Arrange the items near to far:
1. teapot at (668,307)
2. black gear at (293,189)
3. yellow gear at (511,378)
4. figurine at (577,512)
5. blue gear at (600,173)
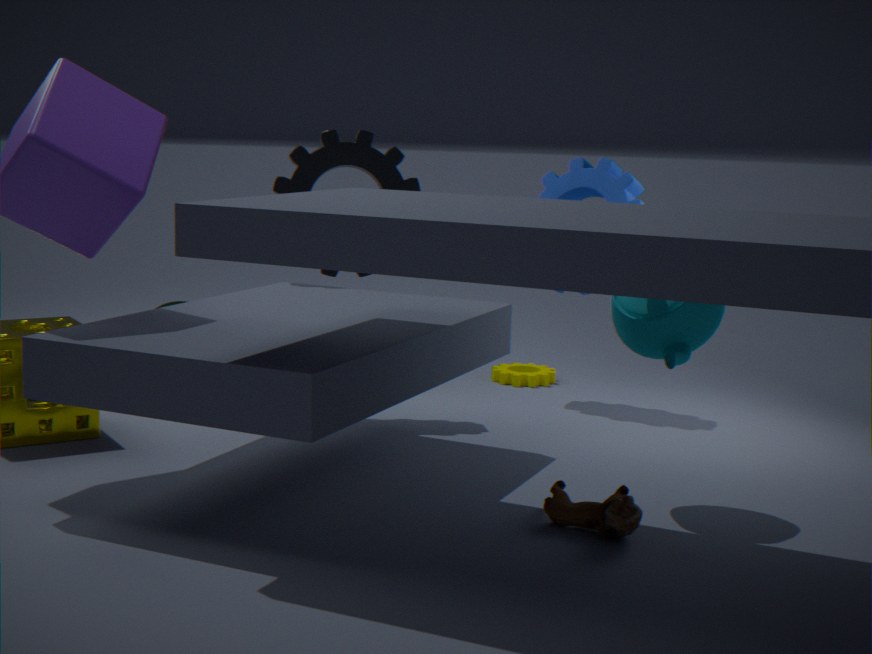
figurine at (577,512) < teapot at (668,307) < black gear at (293,189) < blue gear at (600,173) < yellow gear at (511,378)
